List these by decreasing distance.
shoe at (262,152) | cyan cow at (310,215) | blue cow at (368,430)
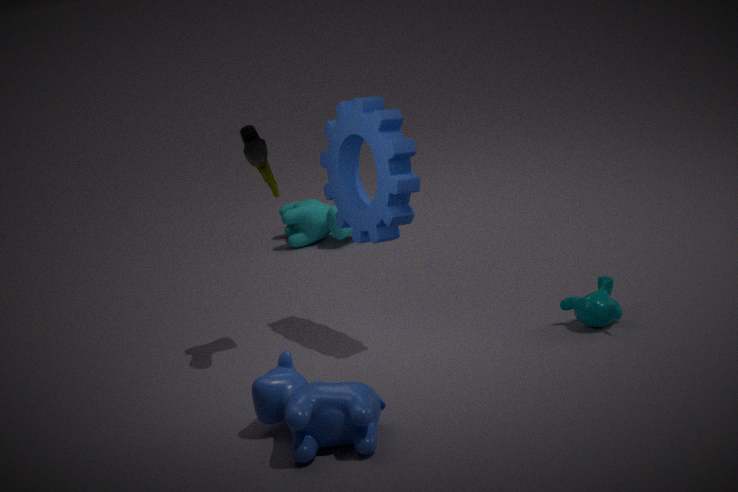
1. cyan cow at (310,215)
2. shoe at (262,152)
3. blue cow at (368,430)
